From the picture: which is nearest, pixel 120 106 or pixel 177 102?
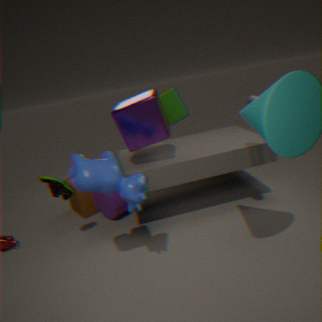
pixel 120 106
